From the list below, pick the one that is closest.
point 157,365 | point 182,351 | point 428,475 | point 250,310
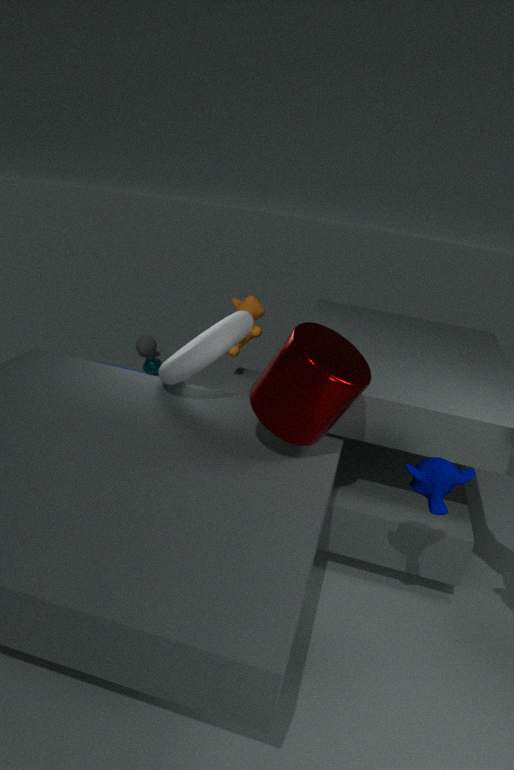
point 428,475
